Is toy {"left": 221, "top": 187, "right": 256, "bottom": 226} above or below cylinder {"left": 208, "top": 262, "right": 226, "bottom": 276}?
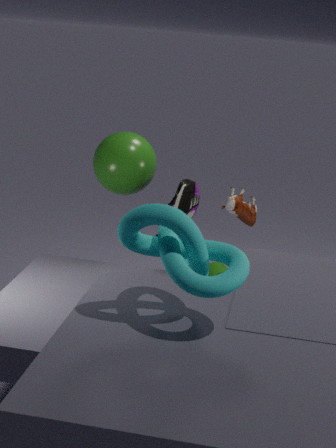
above
